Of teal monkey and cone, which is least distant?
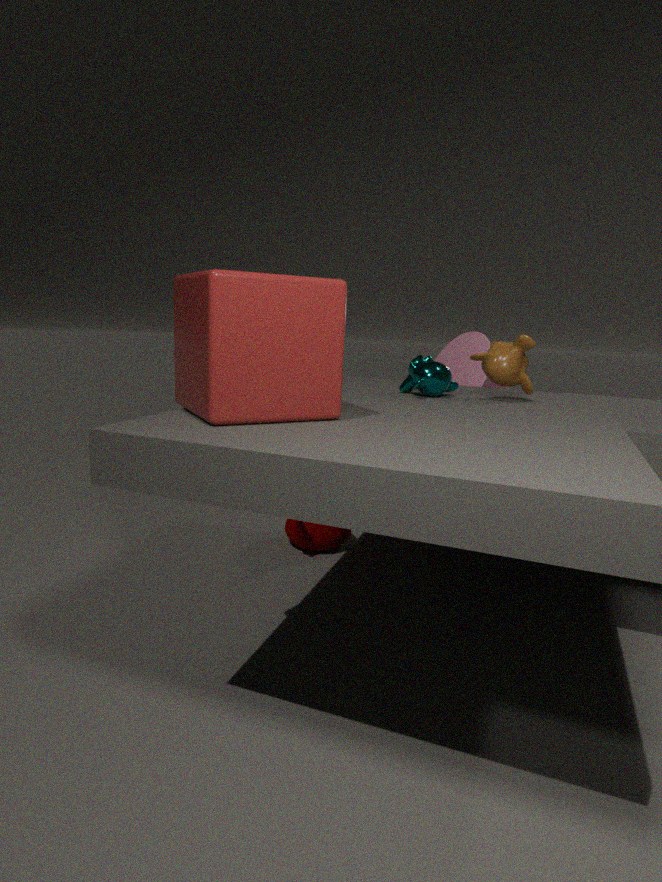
teal monkey
